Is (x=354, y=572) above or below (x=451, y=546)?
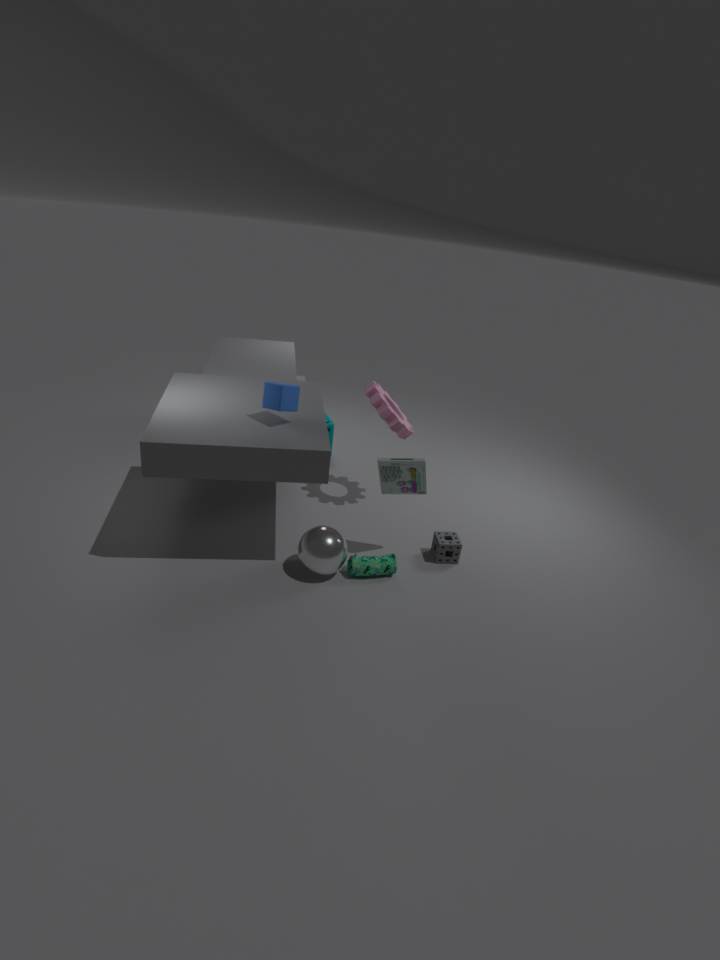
below
